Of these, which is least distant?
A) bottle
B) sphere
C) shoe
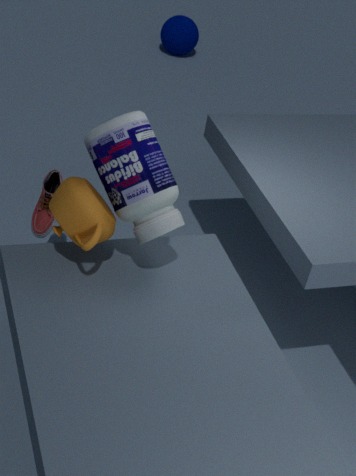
bottle
